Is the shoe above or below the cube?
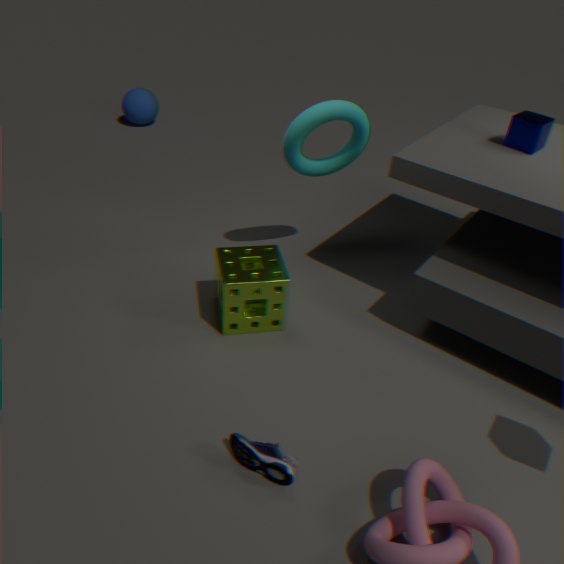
below
